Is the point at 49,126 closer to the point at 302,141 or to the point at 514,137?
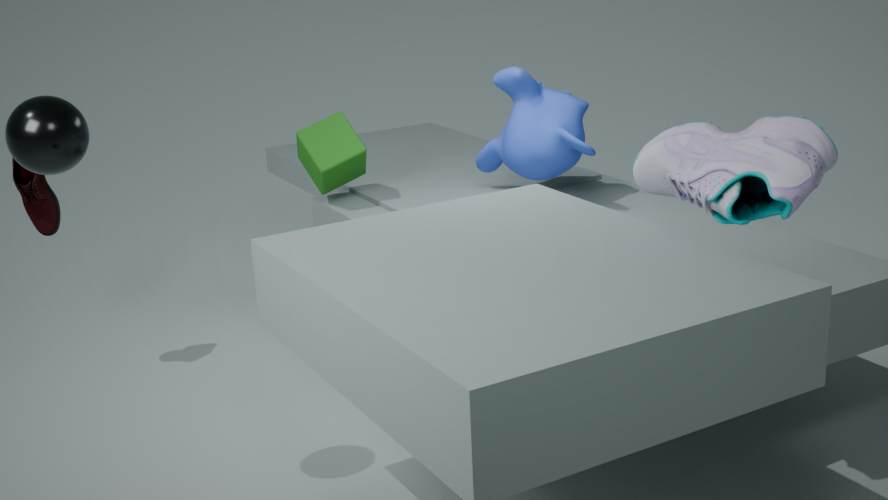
the point at 302,141
